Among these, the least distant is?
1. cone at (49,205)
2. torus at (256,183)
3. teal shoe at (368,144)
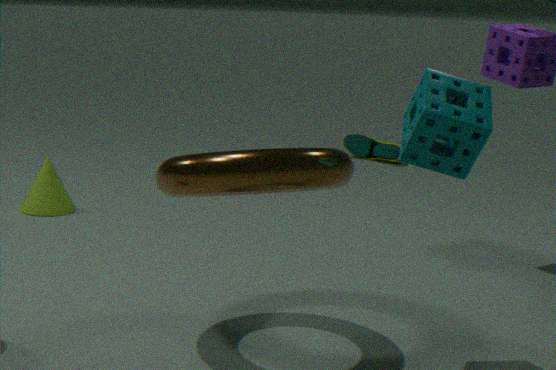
torus at (256,183)
